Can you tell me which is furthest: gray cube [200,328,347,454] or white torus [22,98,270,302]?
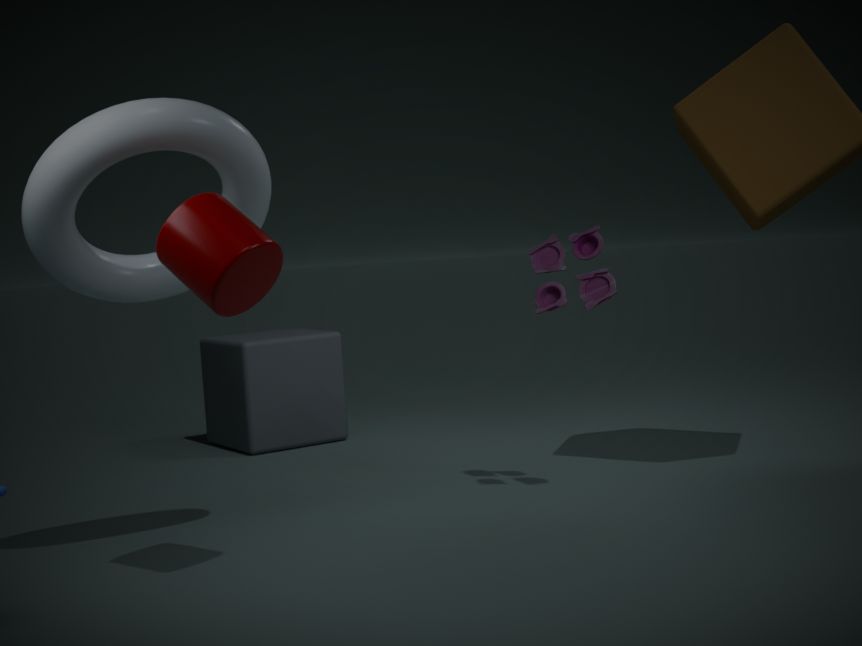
gray cube [200,328,347,454]
